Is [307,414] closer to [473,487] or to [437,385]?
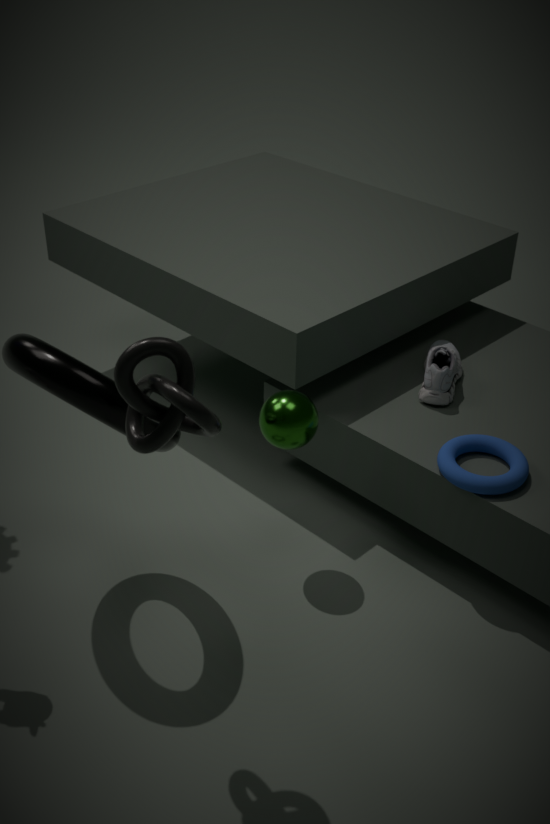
[473,487]
